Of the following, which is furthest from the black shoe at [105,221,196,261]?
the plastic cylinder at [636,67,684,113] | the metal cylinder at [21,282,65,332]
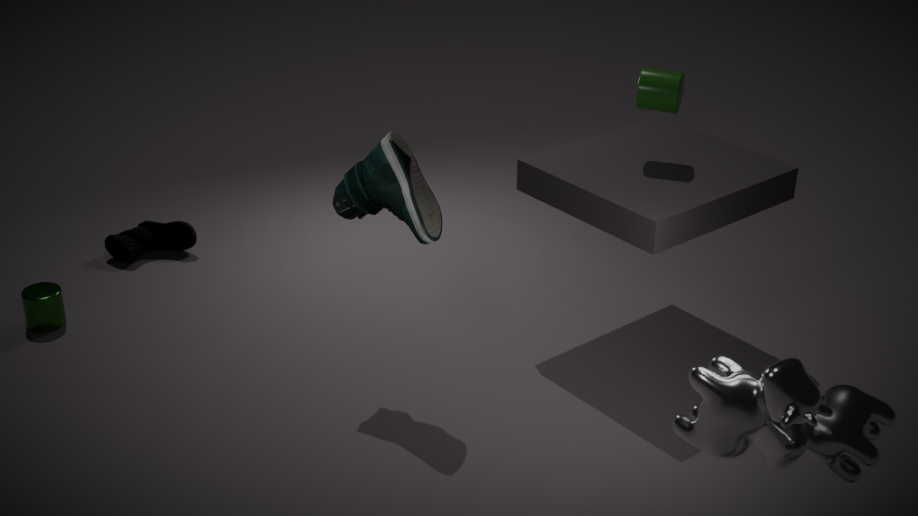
the plastic cylinder at [636,67,684,113]
